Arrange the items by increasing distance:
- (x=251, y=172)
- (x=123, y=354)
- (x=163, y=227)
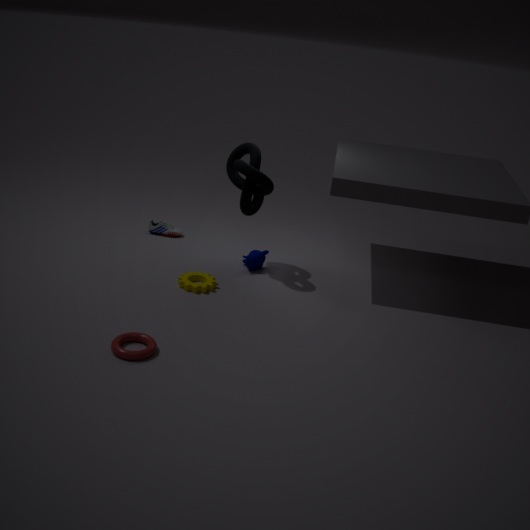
(x=123, y=354) < (x=251, y=172) < (x=163, y=227)
